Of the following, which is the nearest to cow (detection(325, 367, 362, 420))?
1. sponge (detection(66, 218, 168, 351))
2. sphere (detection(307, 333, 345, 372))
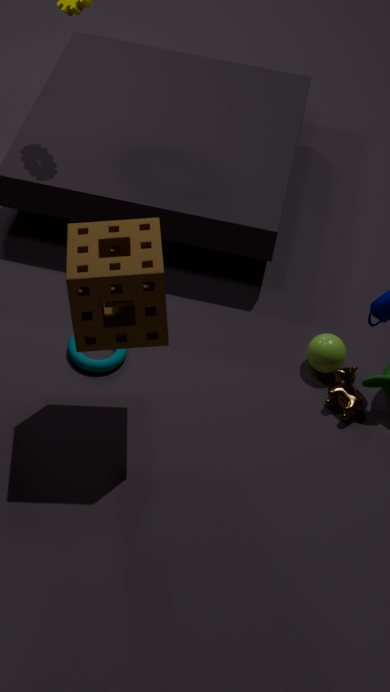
sphere (detection(307, 333, 345, 372))
